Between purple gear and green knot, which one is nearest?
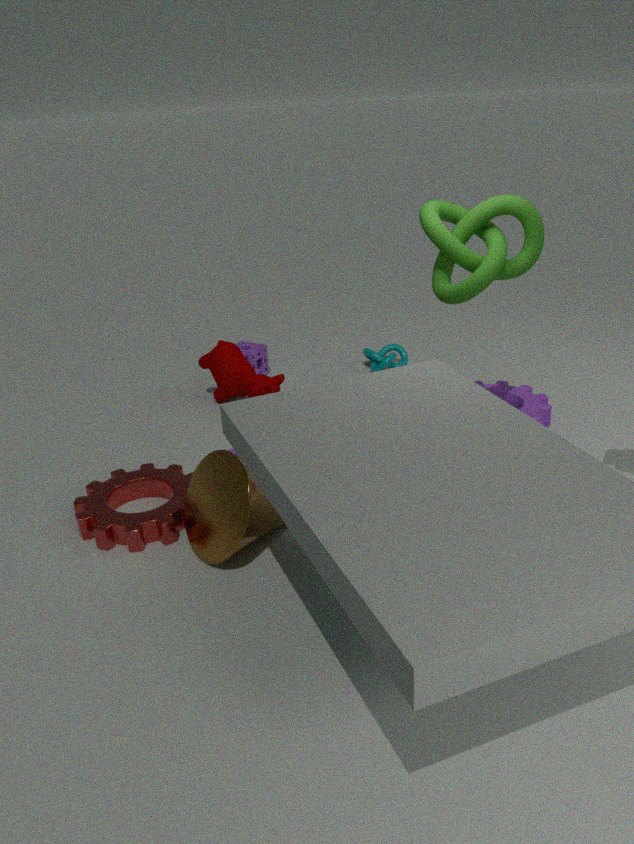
green knot
